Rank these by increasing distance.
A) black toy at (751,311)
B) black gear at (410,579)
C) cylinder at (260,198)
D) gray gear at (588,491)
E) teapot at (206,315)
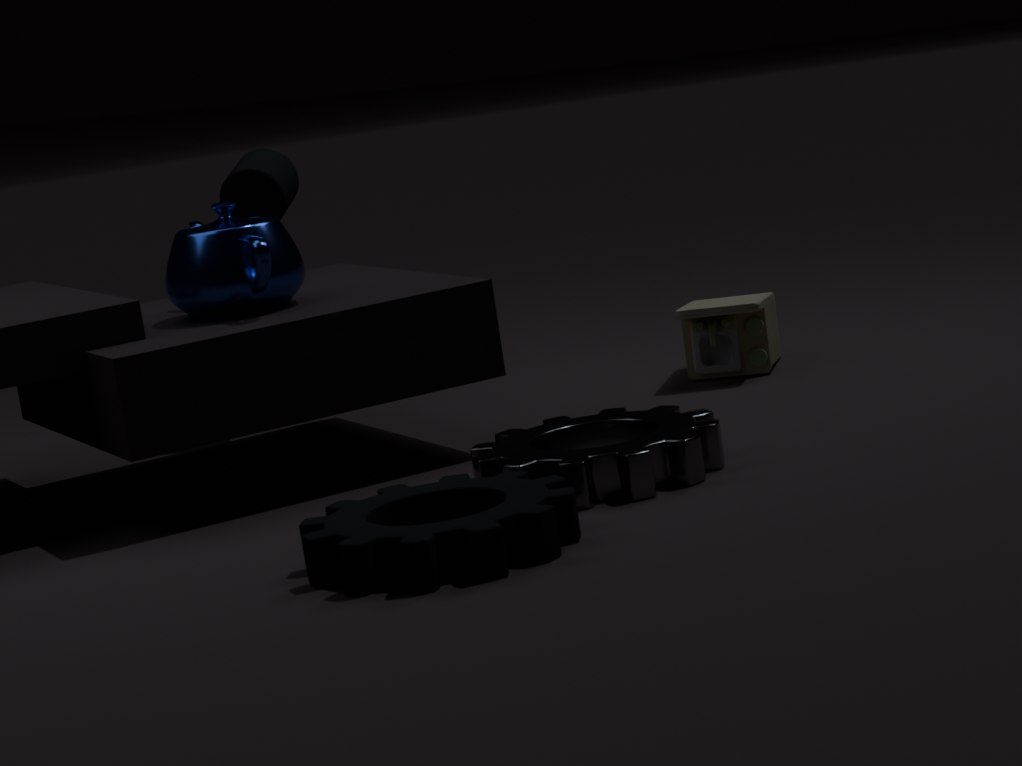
black gear at (410,579) < gray gear at (588,491) < teapot at (206,315) < black toy at (751,311) < cylinder at (260,198)
